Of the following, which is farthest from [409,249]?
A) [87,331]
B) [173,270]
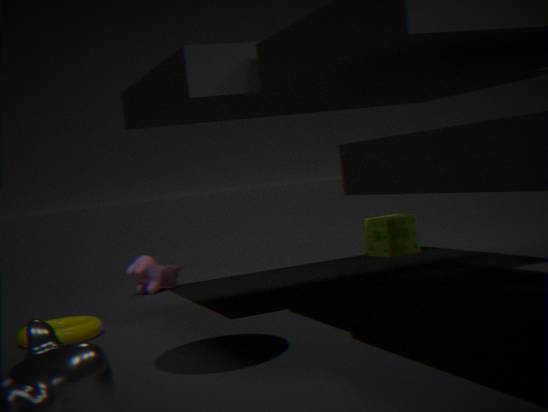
[87,331]
